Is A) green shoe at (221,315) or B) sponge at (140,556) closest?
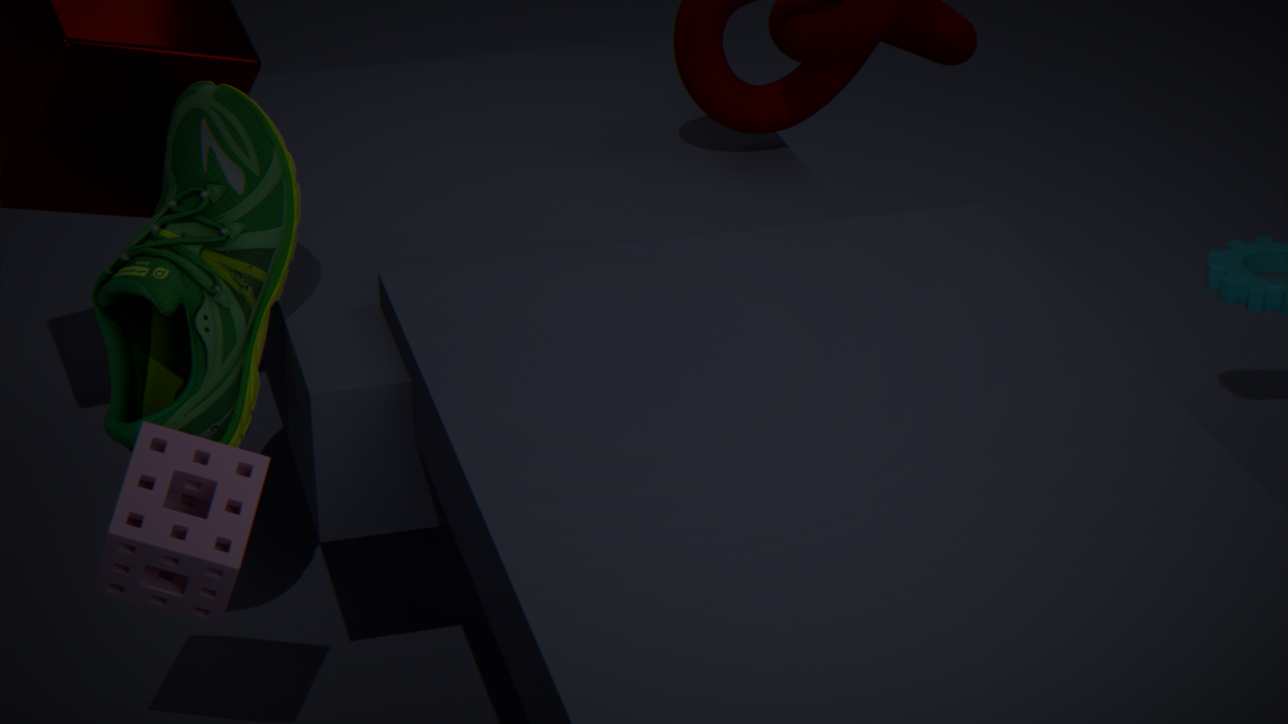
B. sponge at (140,556)
